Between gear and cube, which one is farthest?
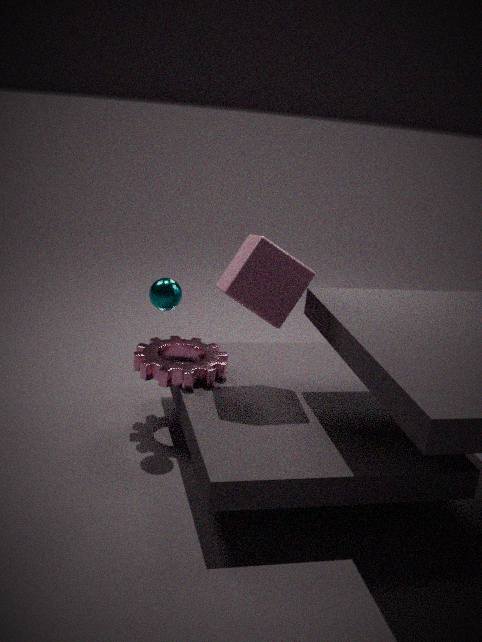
gear
